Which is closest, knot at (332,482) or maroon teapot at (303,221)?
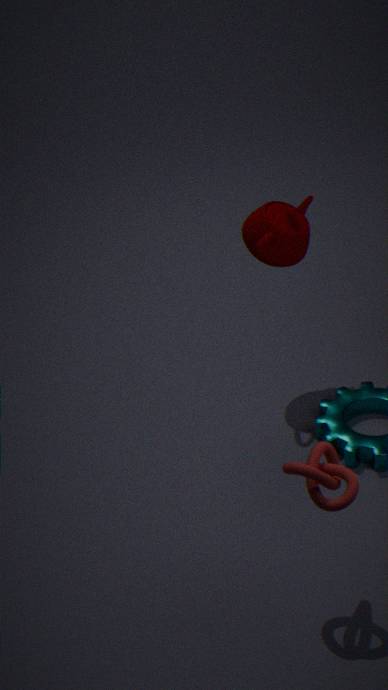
knot at (332,482)
